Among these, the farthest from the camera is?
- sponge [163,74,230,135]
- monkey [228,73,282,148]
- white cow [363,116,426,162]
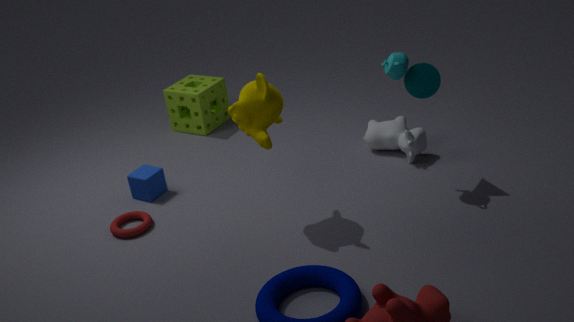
sponge [163,74,230,135]
